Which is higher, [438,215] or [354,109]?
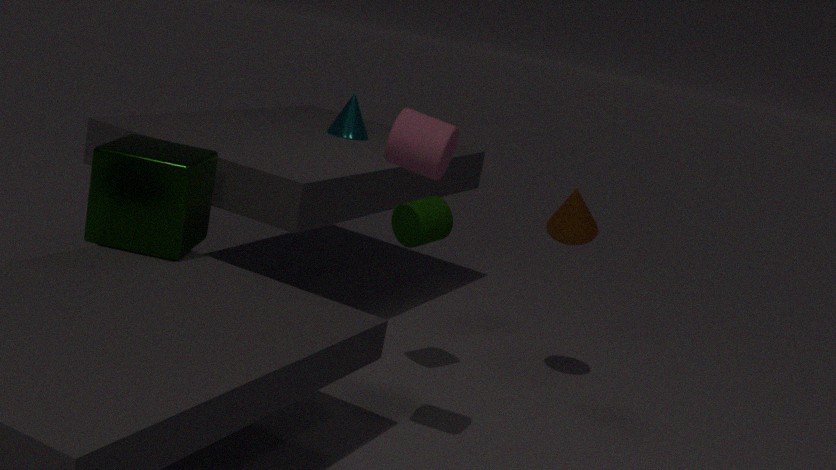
[354,109]
